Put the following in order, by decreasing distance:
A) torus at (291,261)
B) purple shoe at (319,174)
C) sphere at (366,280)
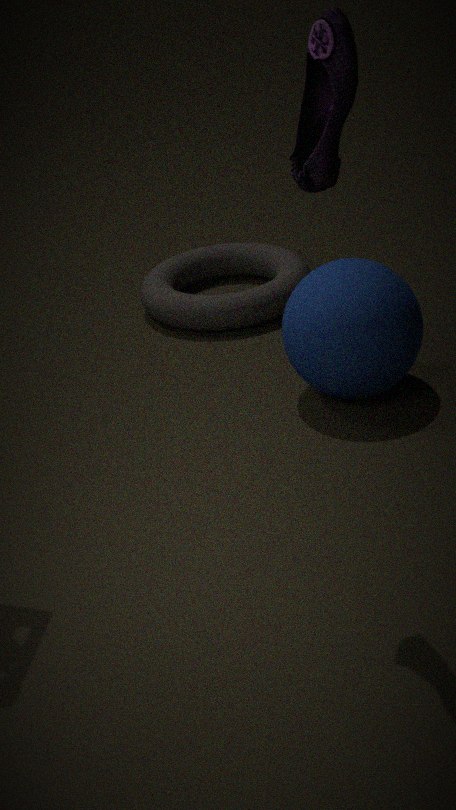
torus at (291,261) → sphere at (366,280) → purple shoe at (319,174)
